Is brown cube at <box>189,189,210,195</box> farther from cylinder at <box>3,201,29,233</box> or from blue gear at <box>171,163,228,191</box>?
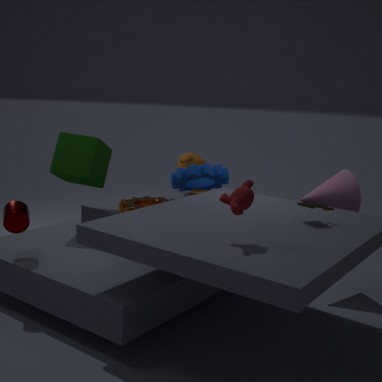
cylinder at <box>3,201,29,233</box>
